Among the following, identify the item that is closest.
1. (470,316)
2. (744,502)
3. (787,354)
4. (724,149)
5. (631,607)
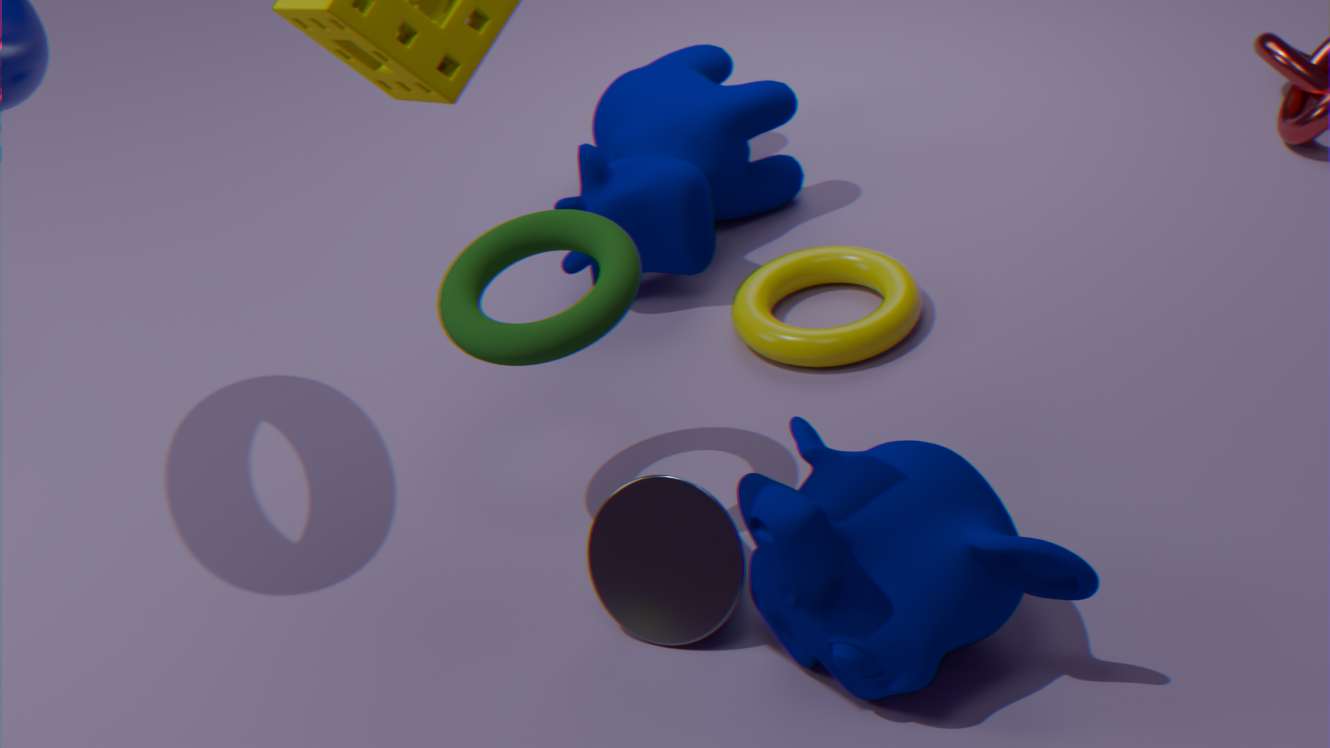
(744,502)
